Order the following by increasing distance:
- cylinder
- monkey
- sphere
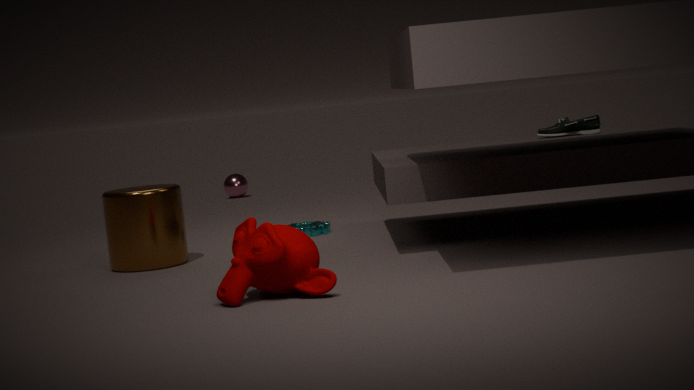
monkey < cylinder < sphere
